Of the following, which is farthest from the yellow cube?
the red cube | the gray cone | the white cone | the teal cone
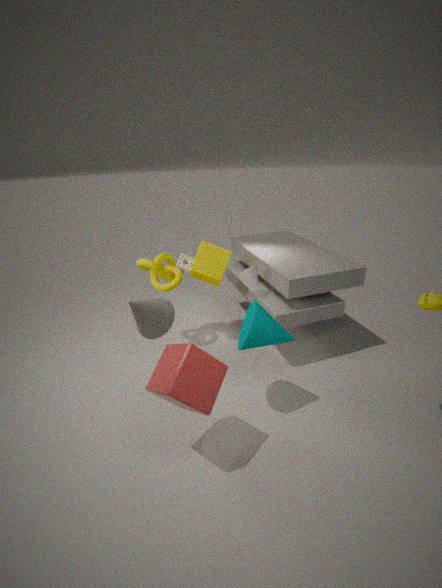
the red cube
